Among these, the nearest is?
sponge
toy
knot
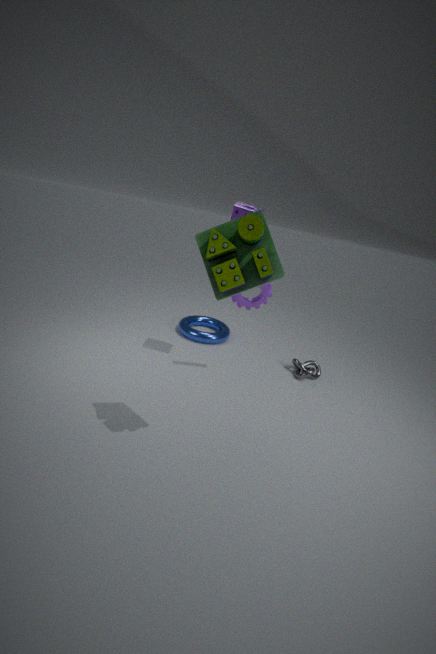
toy
